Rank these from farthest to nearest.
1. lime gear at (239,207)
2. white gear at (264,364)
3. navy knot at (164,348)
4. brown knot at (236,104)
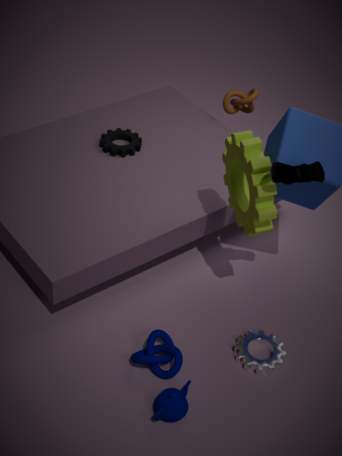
brown knot at (236,104)
white gear at (264,364)
navy knot at (164,348)
lime gear at (239,207)
